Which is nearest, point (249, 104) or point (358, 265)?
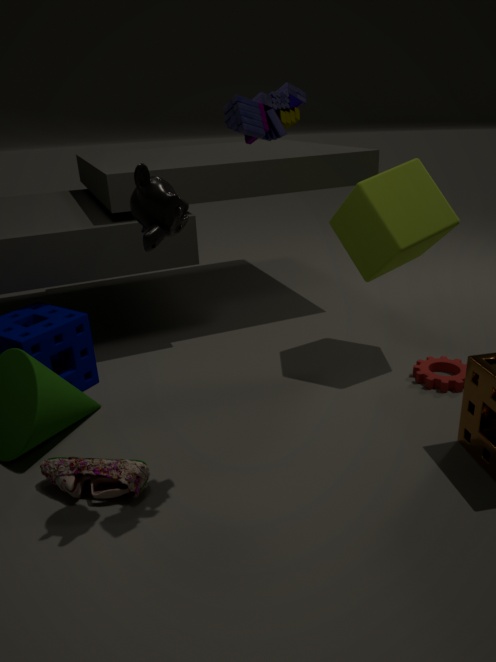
point (249, 104)
